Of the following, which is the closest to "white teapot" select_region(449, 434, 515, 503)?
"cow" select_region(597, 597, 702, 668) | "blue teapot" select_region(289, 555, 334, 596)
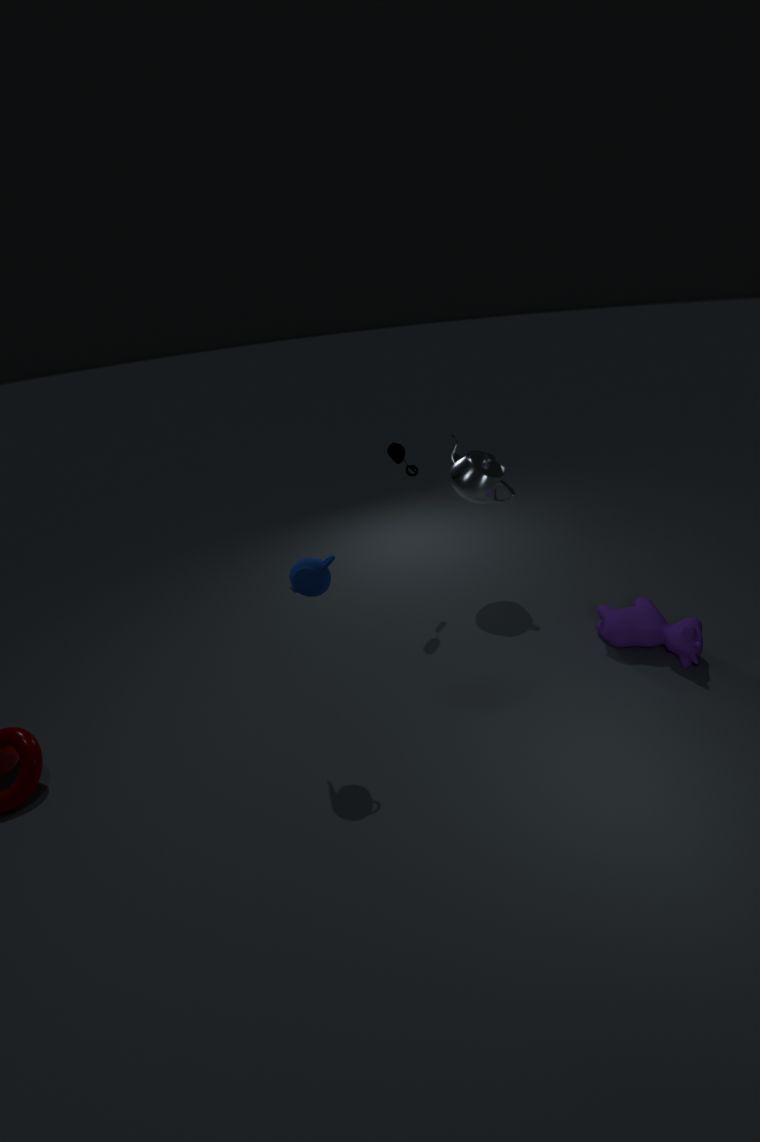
"cow" select_region(597, 597, 702, 668)
